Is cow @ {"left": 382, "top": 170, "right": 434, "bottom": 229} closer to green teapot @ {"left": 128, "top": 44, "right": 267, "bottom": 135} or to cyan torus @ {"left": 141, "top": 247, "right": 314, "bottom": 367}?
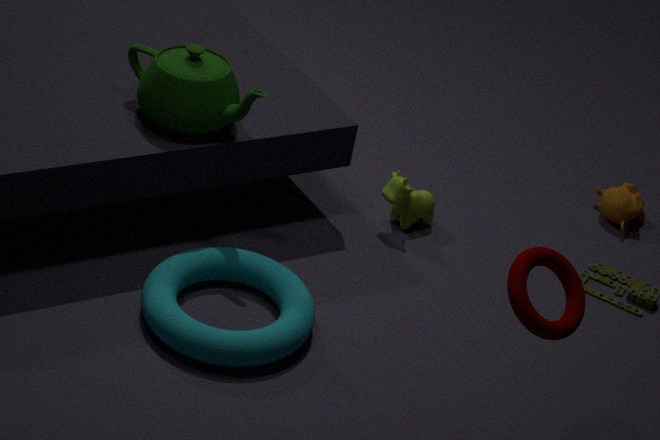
cyan torus @ {"left": 141, "top": 247, "right": 314, "bottom": 367}
